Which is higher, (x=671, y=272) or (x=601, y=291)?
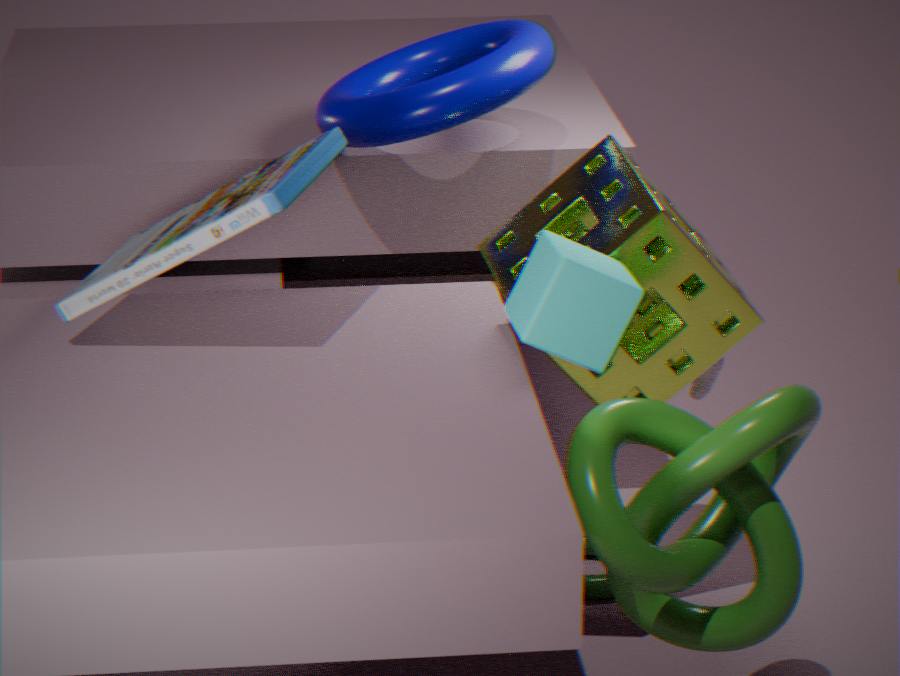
(x=601, y=291)
